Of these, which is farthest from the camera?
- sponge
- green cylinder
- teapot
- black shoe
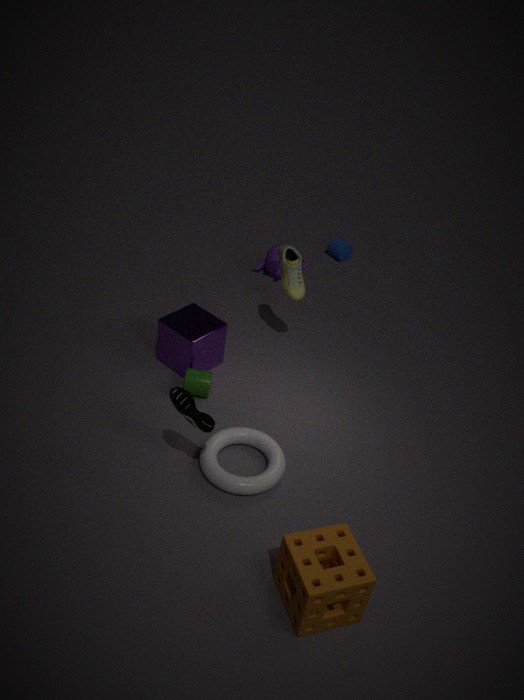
teapot
